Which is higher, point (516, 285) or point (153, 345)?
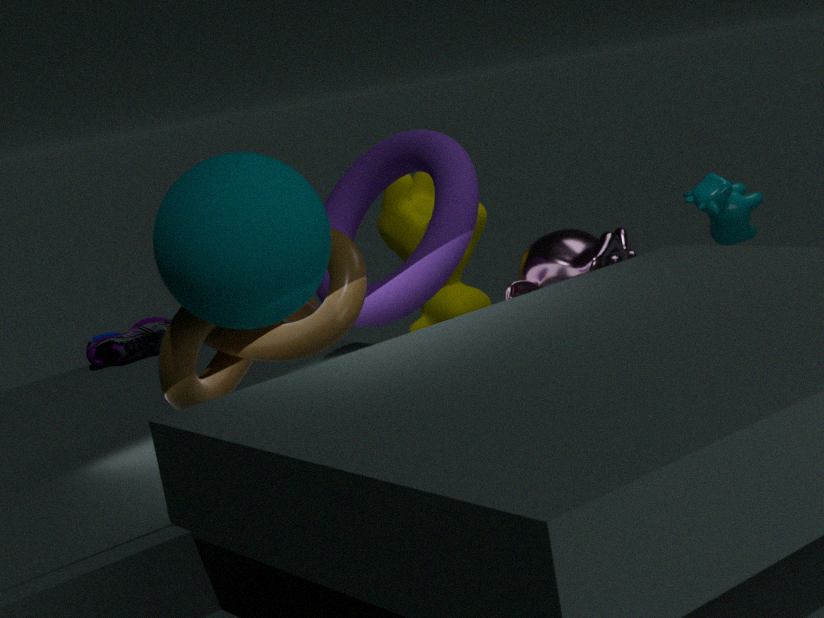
point (516, 285)
